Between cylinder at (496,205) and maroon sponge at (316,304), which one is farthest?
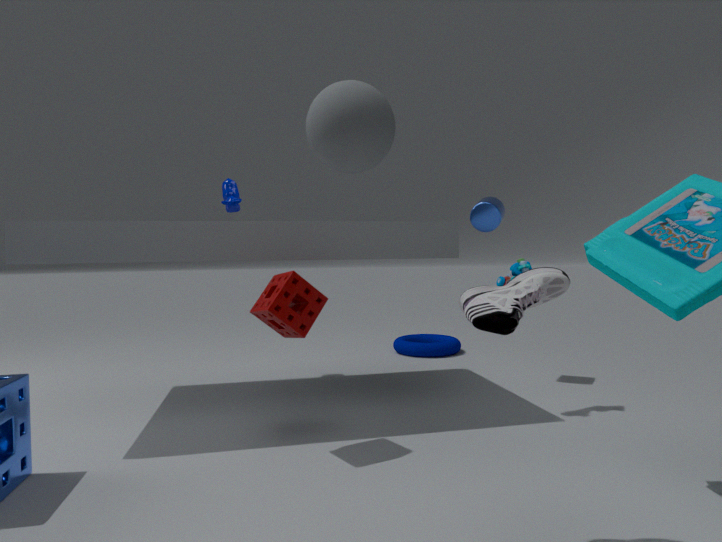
cylinder at (496,205)
